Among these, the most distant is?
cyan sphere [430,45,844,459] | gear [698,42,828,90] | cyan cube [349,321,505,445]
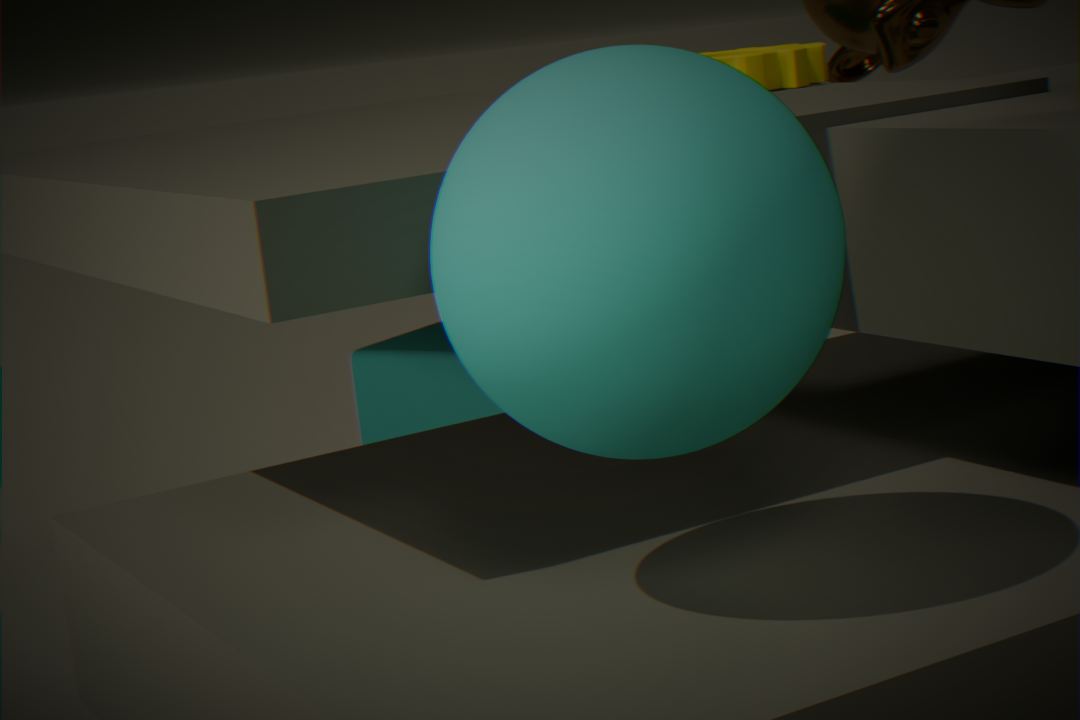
cyan cube [349,321,505,445]
